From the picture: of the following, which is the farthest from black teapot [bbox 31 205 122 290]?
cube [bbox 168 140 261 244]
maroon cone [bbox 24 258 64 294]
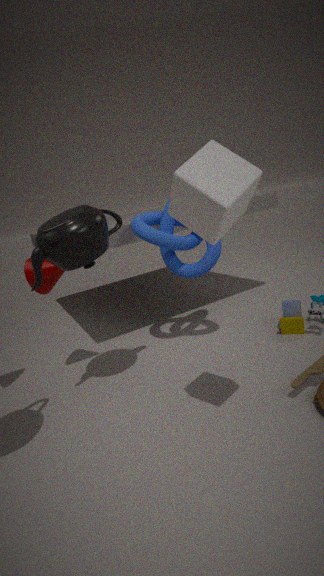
cube [bbox 168 140 261 244]
